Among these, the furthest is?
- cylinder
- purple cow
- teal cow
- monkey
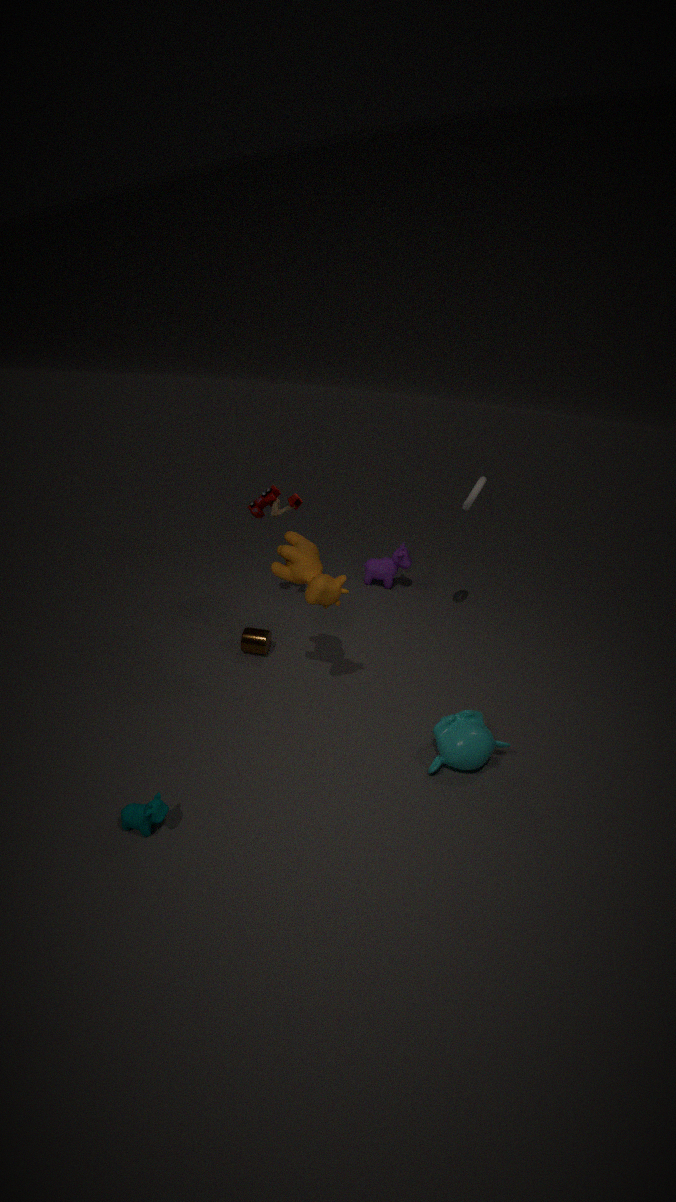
purple cow
